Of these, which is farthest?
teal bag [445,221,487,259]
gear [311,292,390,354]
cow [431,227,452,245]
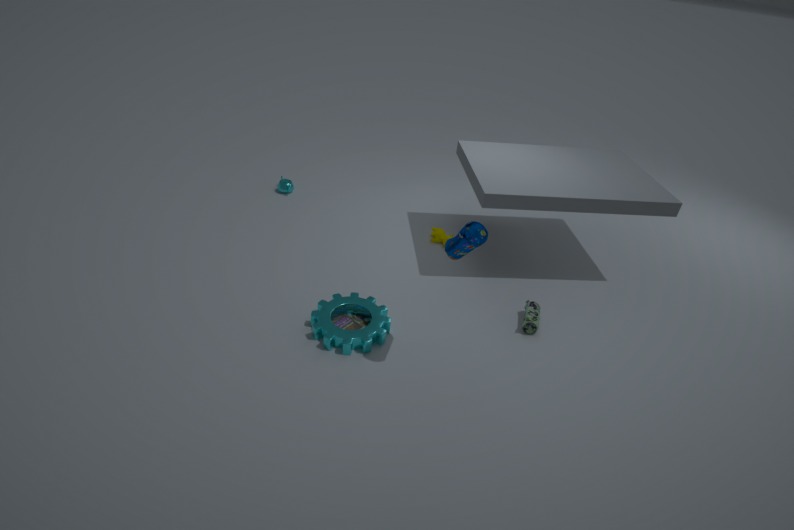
cow [431,227,452,245]
